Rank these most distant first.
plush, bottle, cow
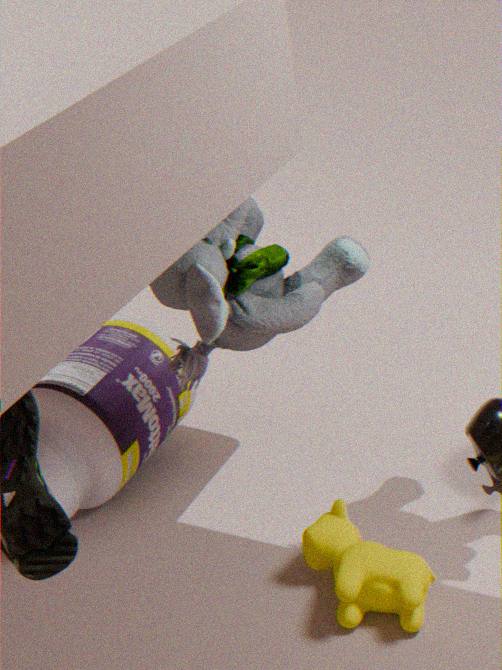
1. bottle
2. cow
3. plush
